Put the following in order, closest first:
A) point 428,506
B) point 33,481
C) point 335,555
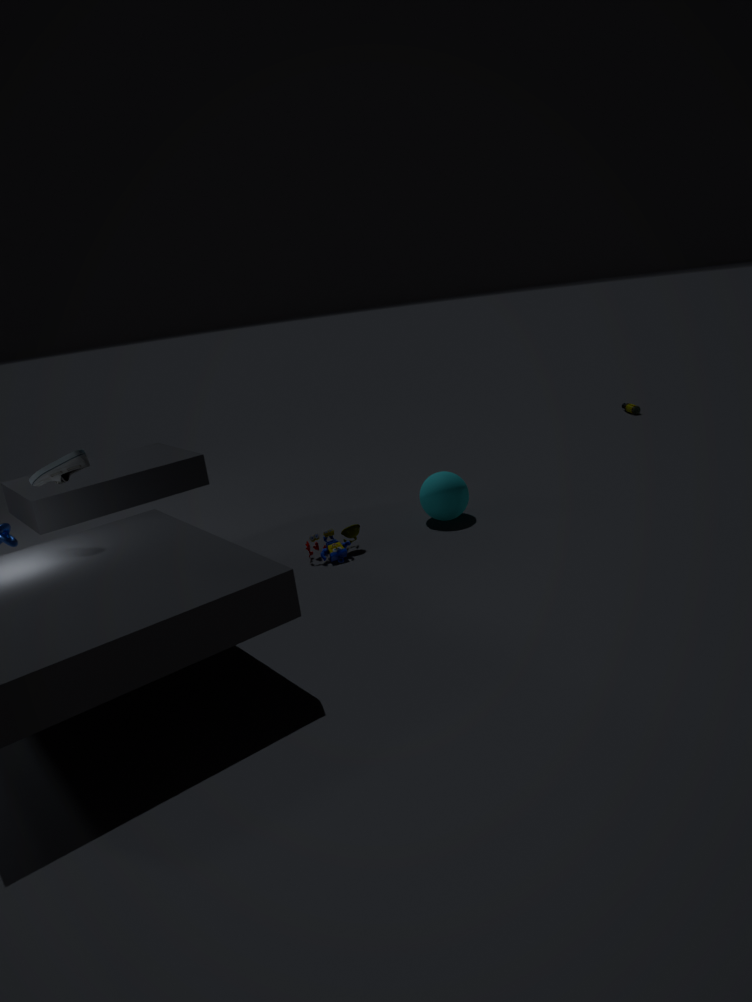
B. point 33,481, C. point 335,555, A. point 428,506
